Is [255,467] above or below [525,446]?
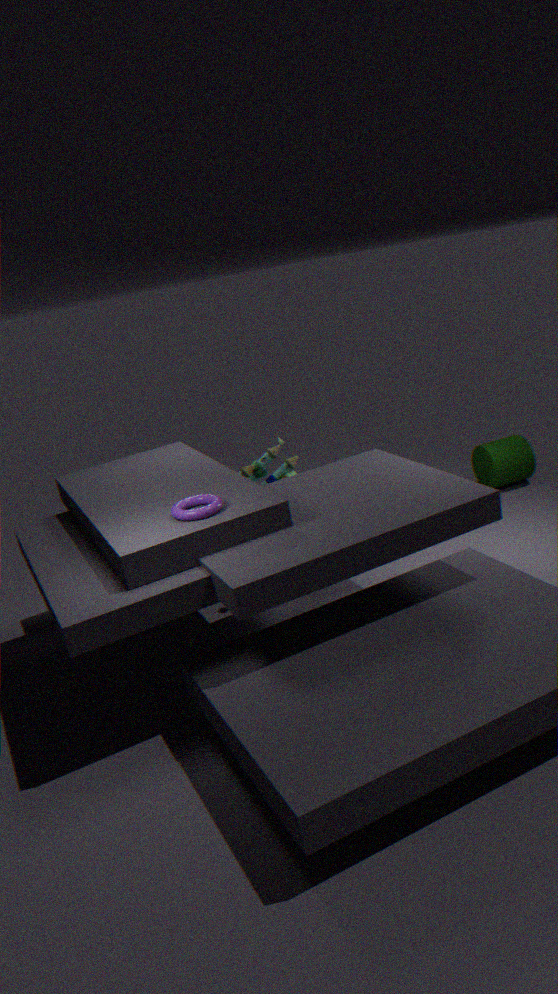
above
